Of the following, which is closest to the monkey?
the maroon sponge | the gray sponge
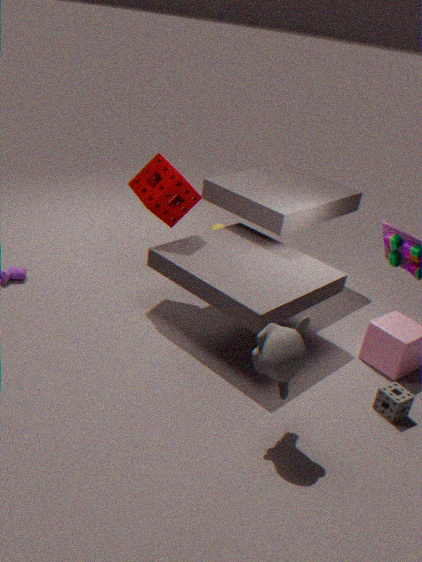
the gray sponge
